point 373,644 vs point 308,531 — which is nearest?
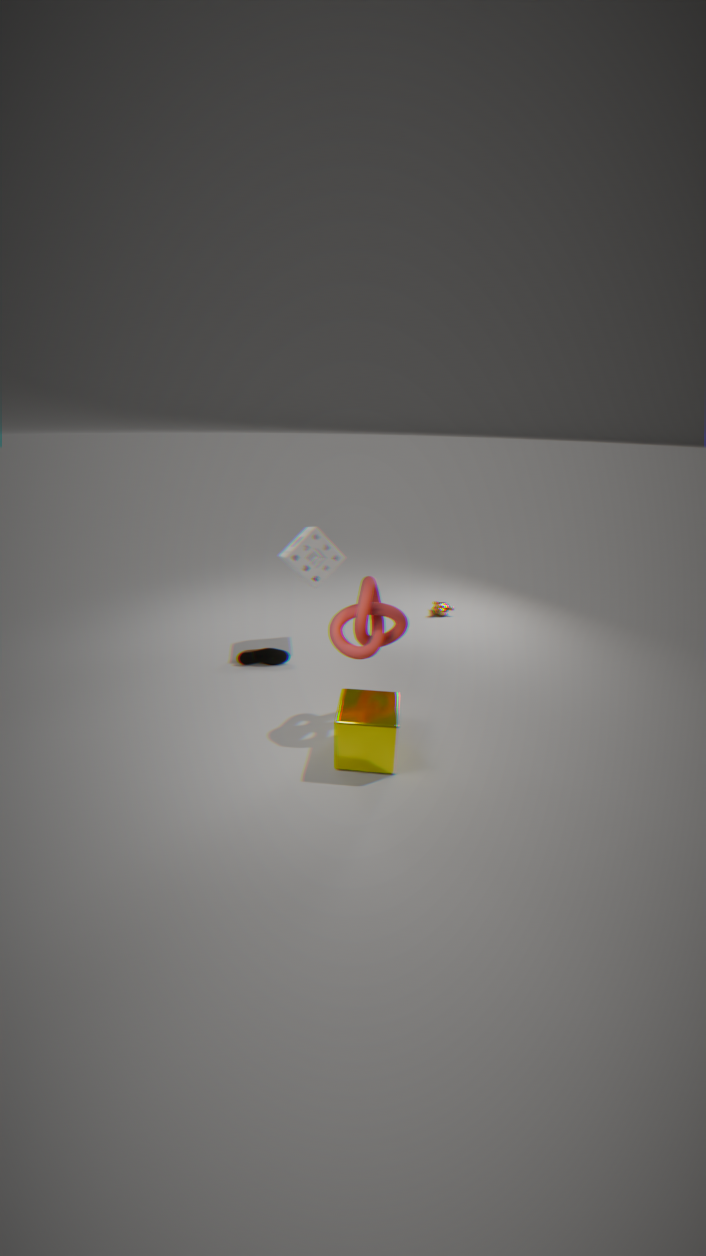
point 373,644
